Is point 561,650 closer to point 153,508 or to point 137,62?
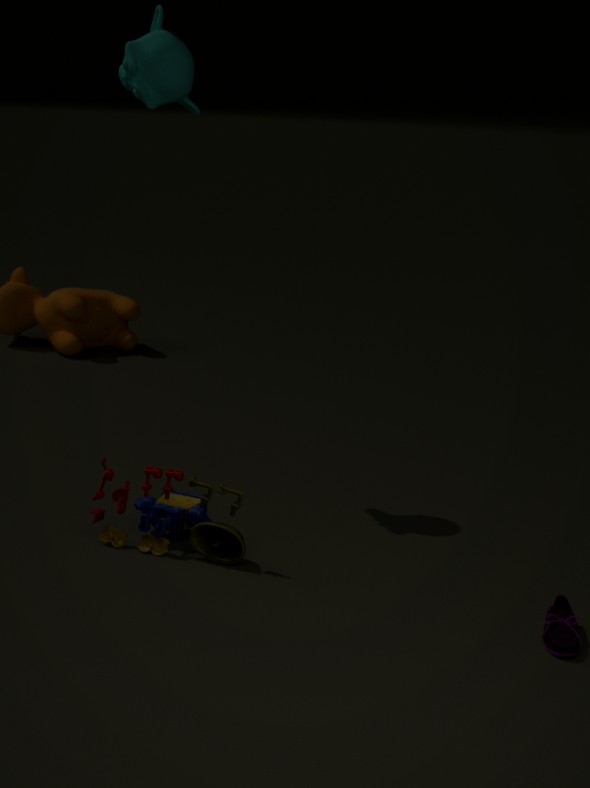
point 153,508
